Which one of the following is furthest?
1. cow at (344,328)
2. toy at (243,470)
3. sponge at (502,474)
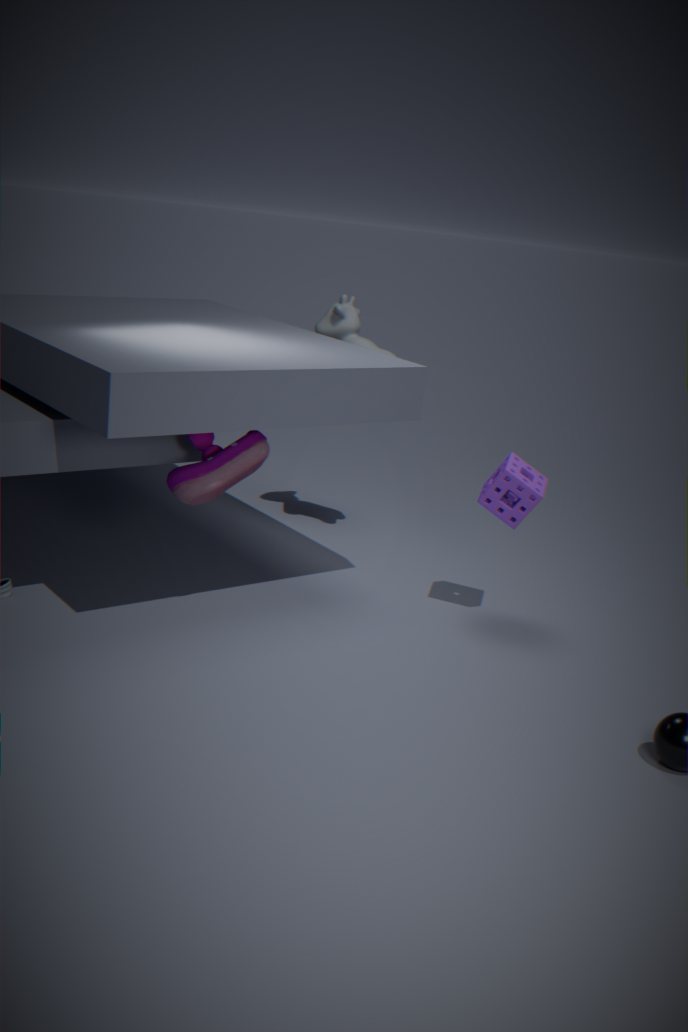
cow at (344,328)
